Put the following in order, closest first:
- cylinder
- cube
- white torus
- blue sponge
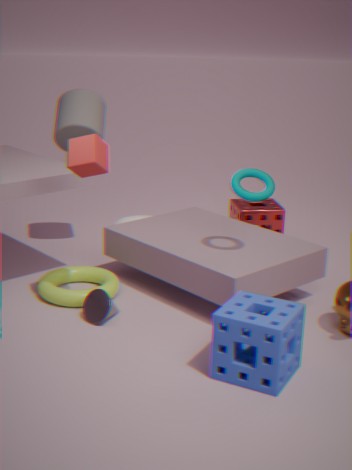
blue sponge
cube
cylinder
white torus
